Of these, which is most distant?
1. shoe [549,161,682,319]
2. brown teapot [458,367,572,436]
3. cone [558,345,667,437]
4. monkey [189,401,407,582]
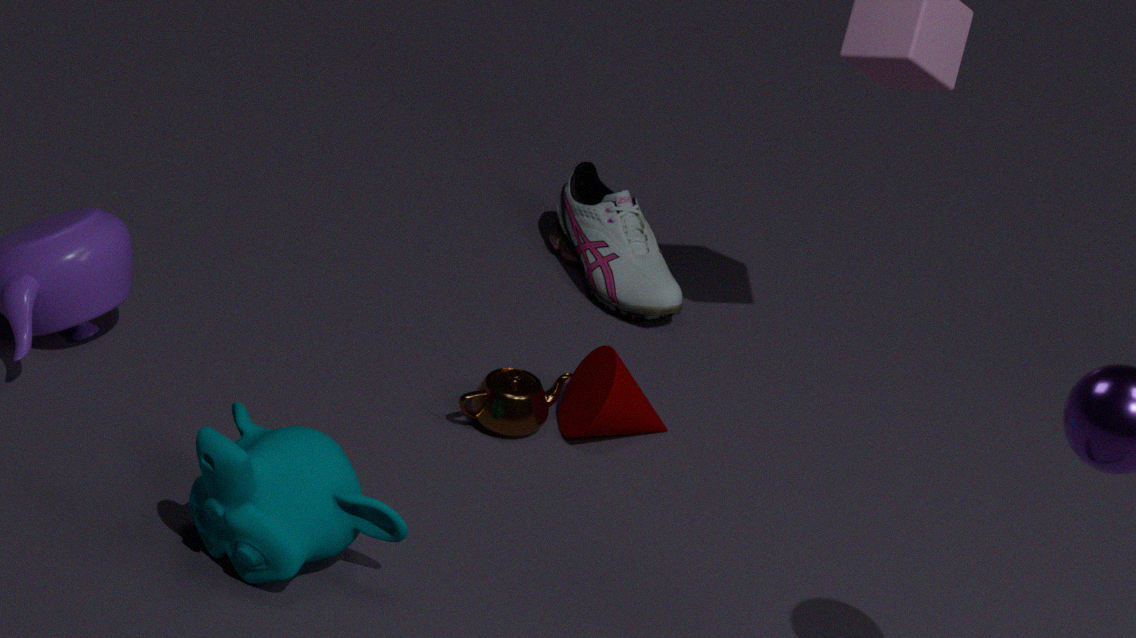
shoe [549,161,682,319]
